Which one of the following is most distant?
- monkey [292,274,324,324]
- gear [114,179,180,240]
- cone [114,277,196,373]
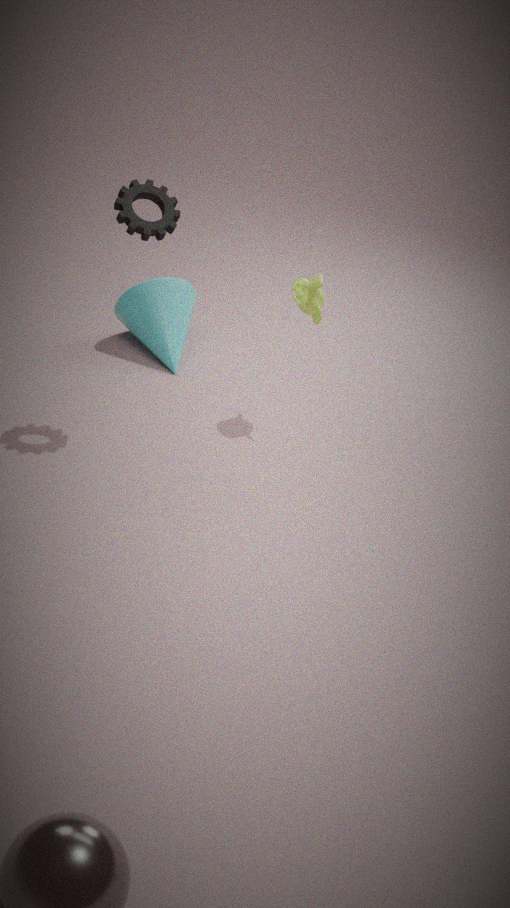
cone [114,277,196,373]
